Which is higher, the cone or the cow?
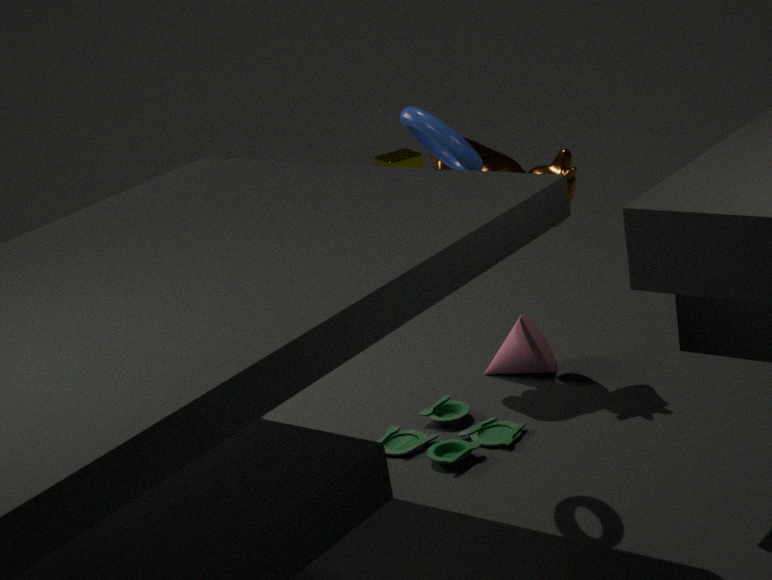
the cow
